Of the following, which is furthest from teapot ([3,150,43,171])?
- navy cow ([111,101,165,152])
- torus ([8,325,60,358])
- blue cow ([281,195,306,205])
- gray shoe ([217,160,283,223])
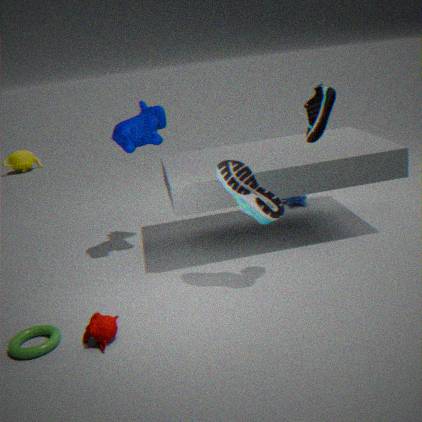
gray shoe ([217,160,283,223])
